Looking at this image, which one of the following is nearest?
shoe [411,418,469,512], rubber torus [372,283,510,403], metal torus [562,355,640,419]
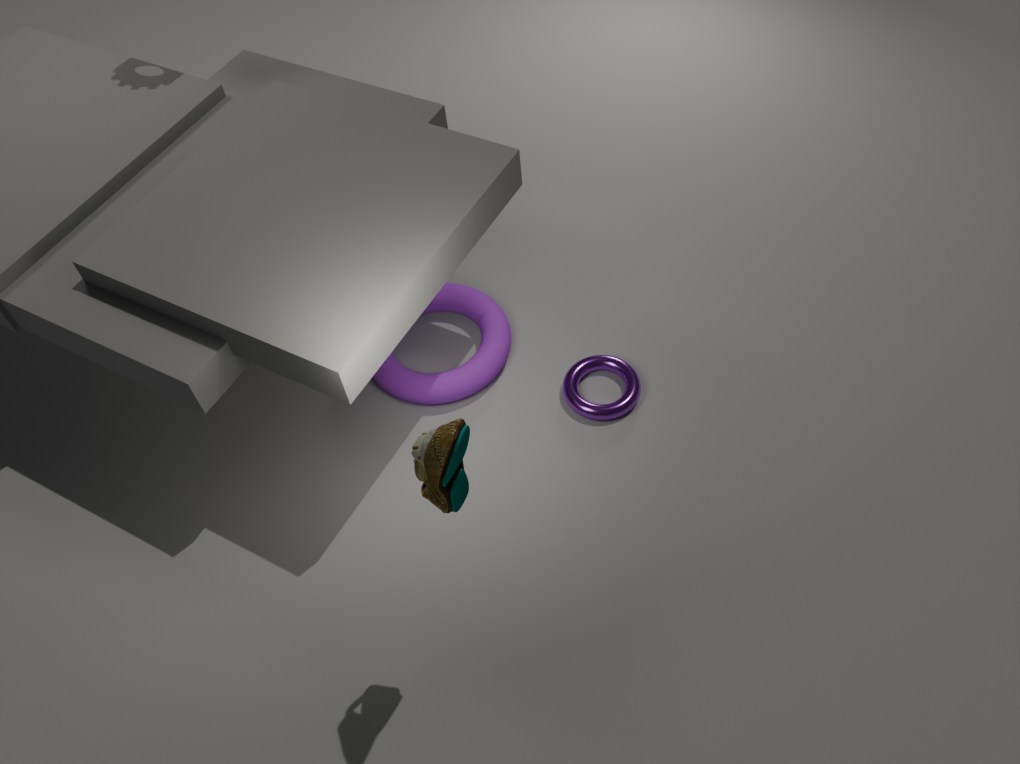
shoe [411,418,469,512]
